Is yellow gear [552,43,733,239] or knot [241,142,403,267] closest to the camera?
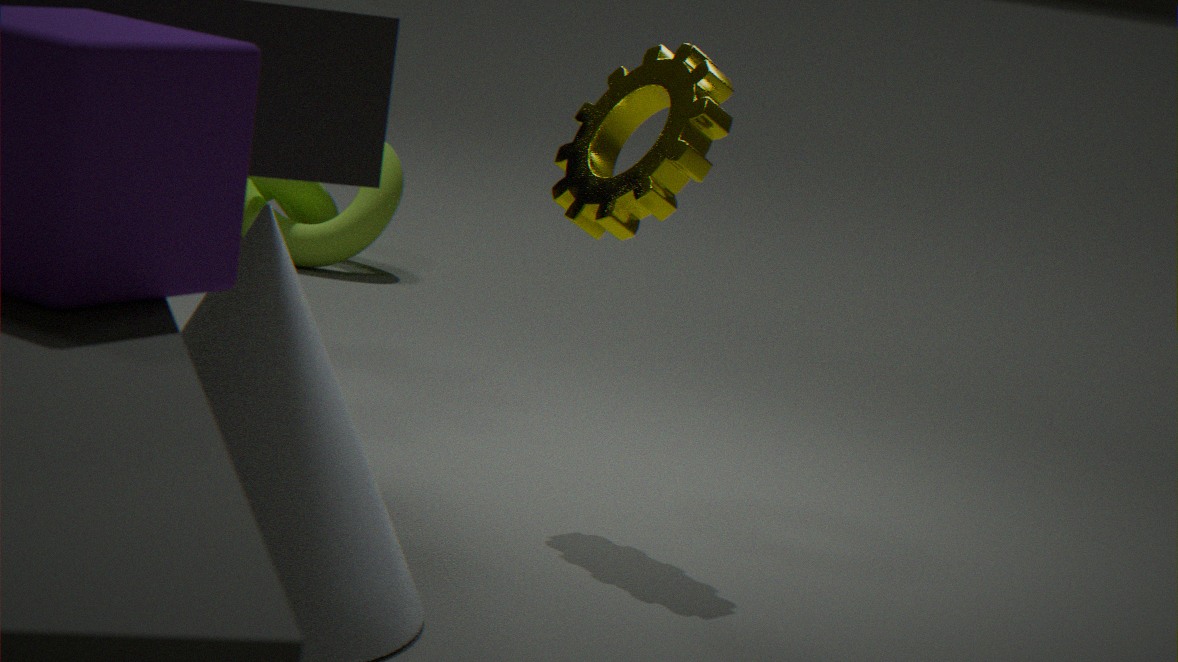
yellow gear [552,43,733,239]
